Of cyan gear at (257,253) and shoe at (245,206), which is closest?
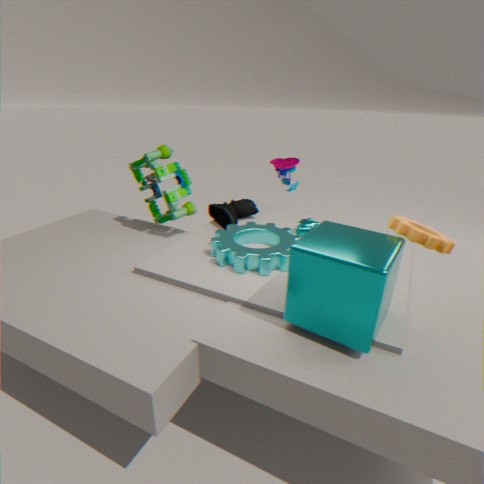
cyan gear at (257,253)
